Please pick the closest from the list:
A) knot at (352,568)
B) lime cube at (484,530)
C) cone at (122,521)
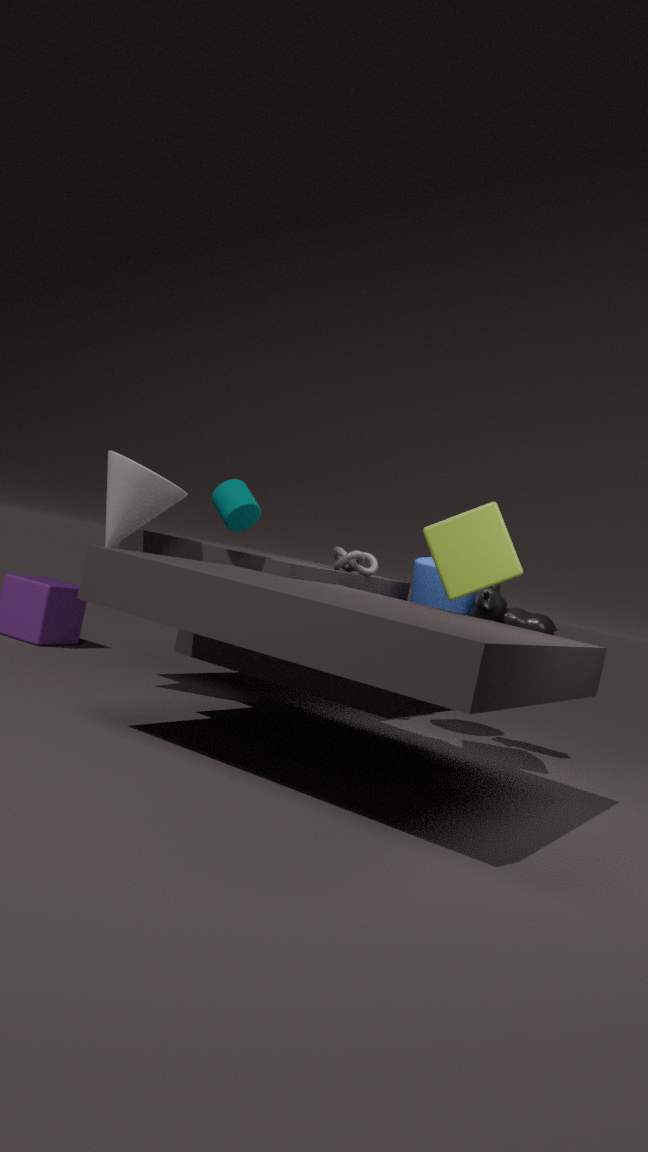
lime cube at (484,530)
